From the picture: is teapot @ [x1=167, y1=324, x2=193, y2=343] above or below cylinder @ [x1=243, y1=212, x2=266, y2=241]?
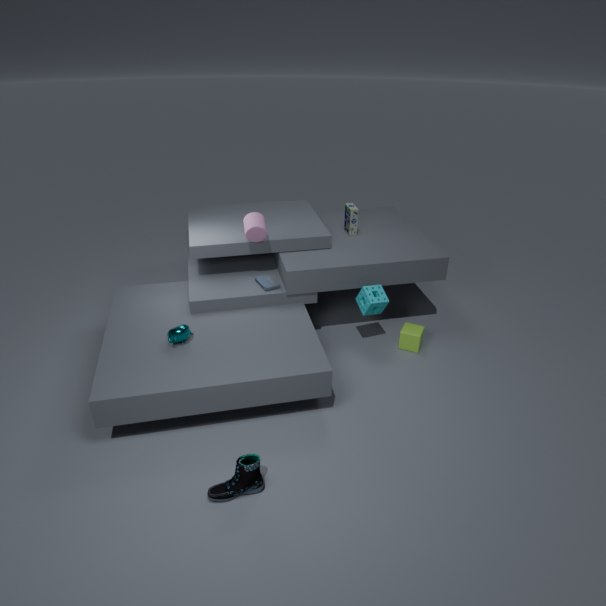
below
